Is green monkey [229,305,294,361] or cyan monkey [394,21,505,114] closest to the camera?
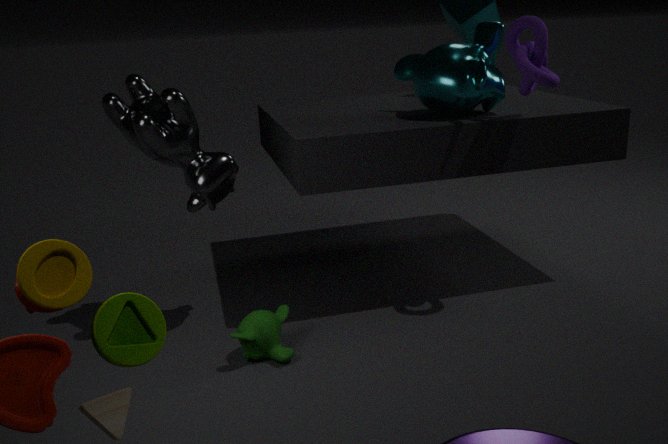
green monkey [229,305,294,361]
